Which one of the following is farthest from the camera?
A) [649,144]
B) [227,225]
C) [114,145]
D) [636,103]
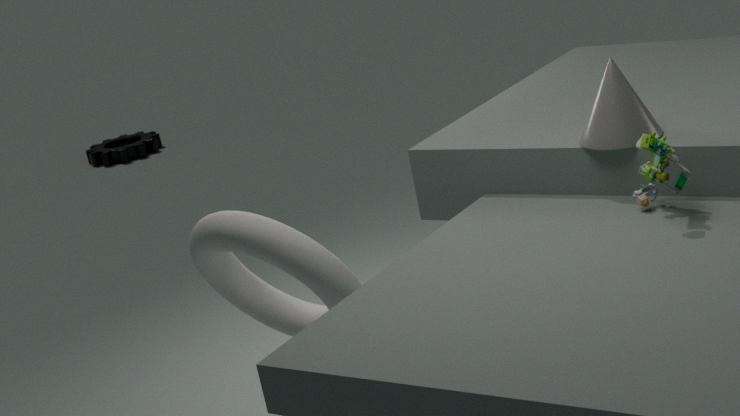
[114,145]
